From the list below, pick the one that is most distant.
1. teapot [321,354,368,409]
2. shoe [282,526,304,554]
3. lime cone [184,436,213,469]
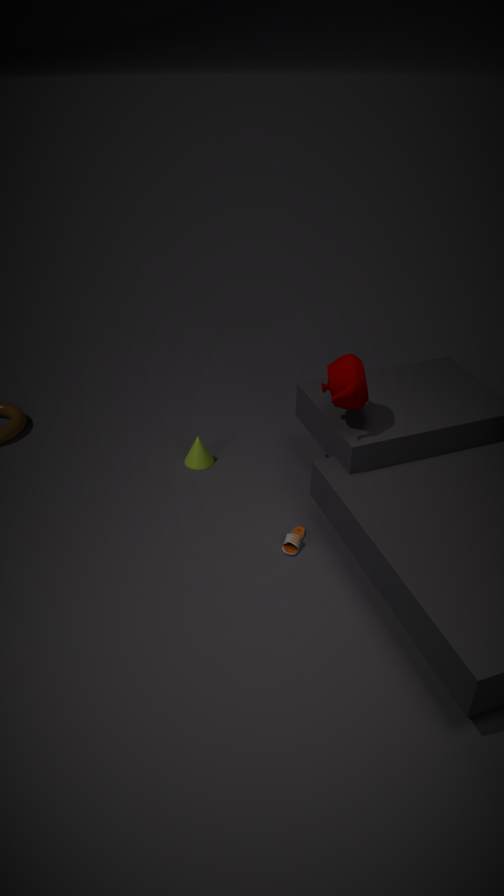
lime cone [184,436,213,469]
